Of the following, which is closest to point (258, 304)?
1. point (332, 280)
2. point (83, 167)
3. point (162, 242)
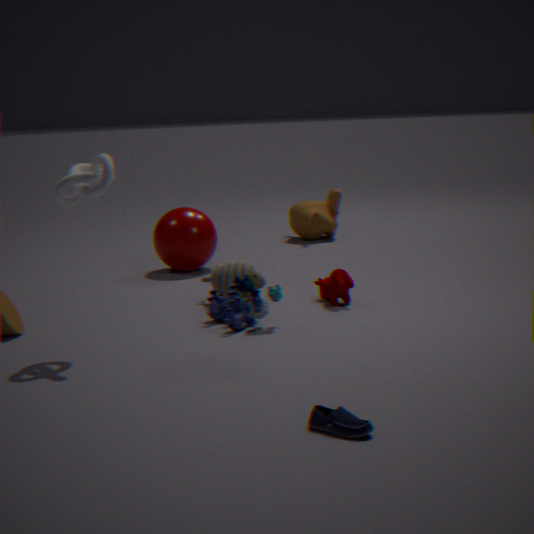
point (332, 280)
